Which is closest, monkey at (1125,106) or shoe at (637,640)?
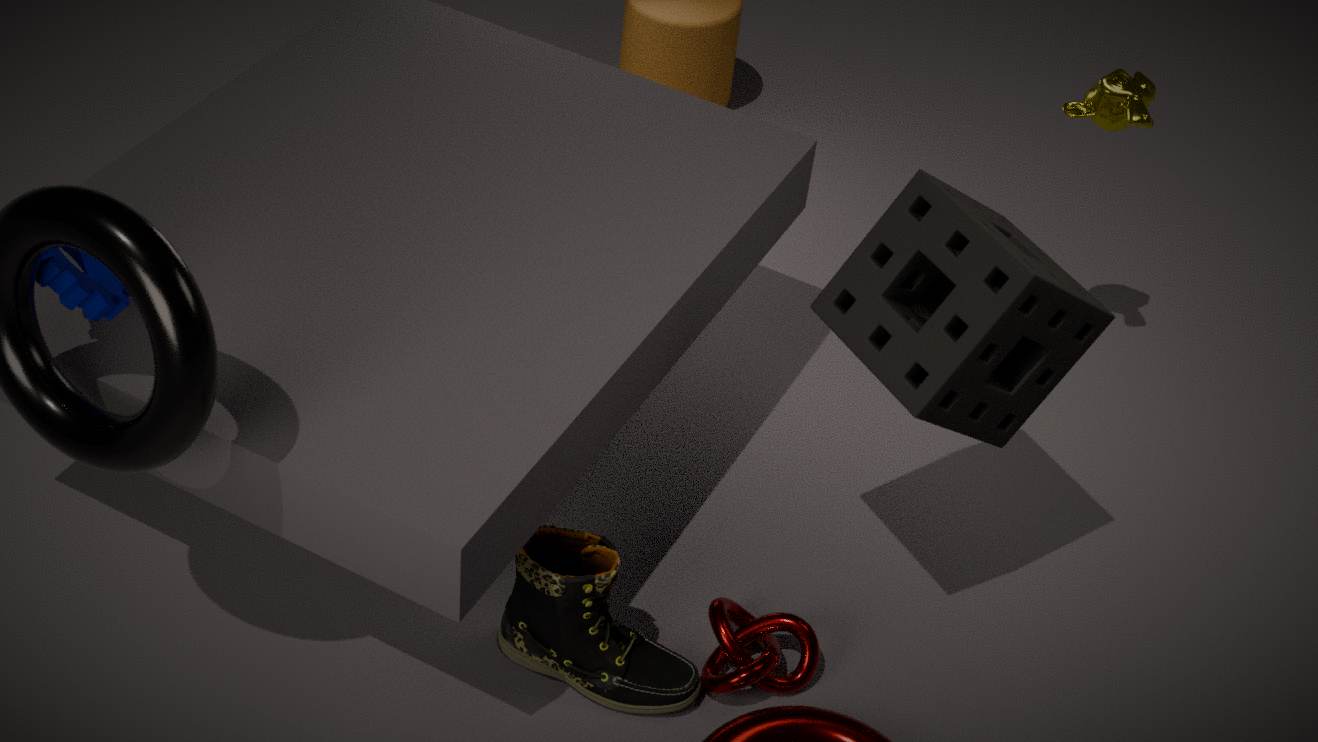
shoe at (637,640)
